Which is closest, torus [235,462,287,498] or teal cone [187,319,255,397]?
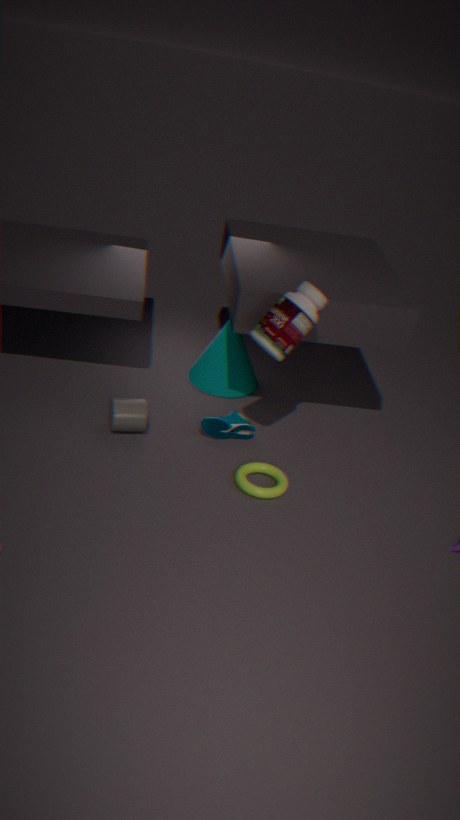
torus [235,462,287,498]
